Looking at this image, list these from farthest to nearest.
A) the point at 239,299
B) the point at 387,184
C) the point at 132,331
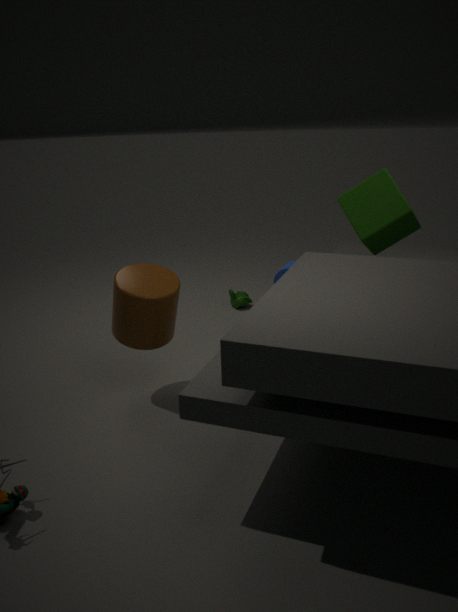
the point at 239,299 → the point at 387,184 → the point at 132,331
